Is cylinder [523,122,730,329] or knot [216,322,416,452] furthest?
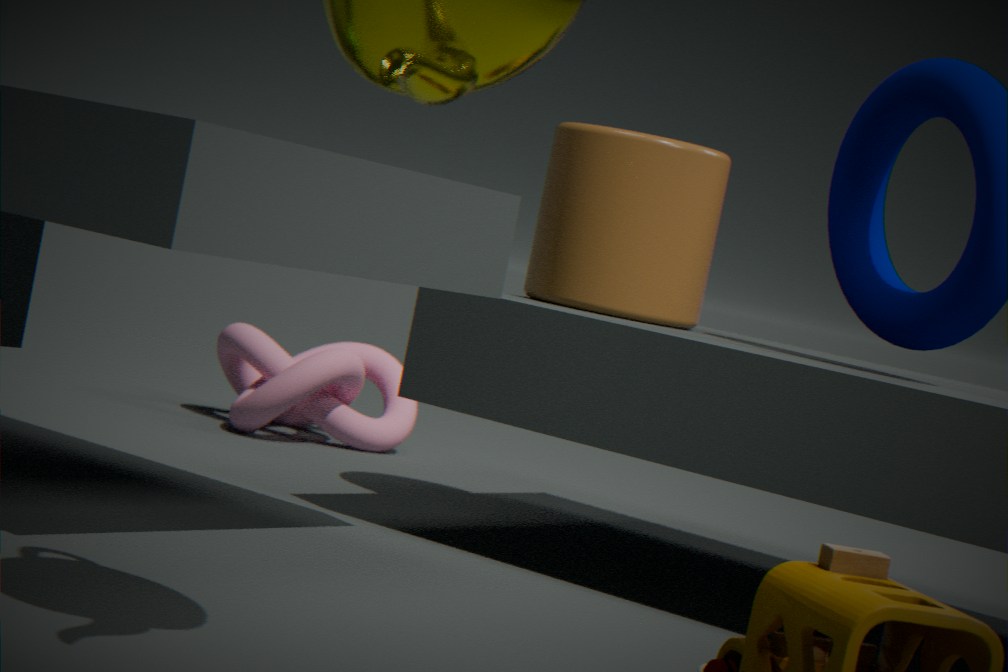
knot [216,322,416,452]
